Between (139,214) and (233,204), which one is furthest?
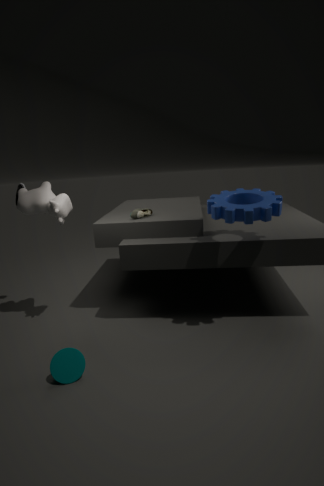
(139,214)
